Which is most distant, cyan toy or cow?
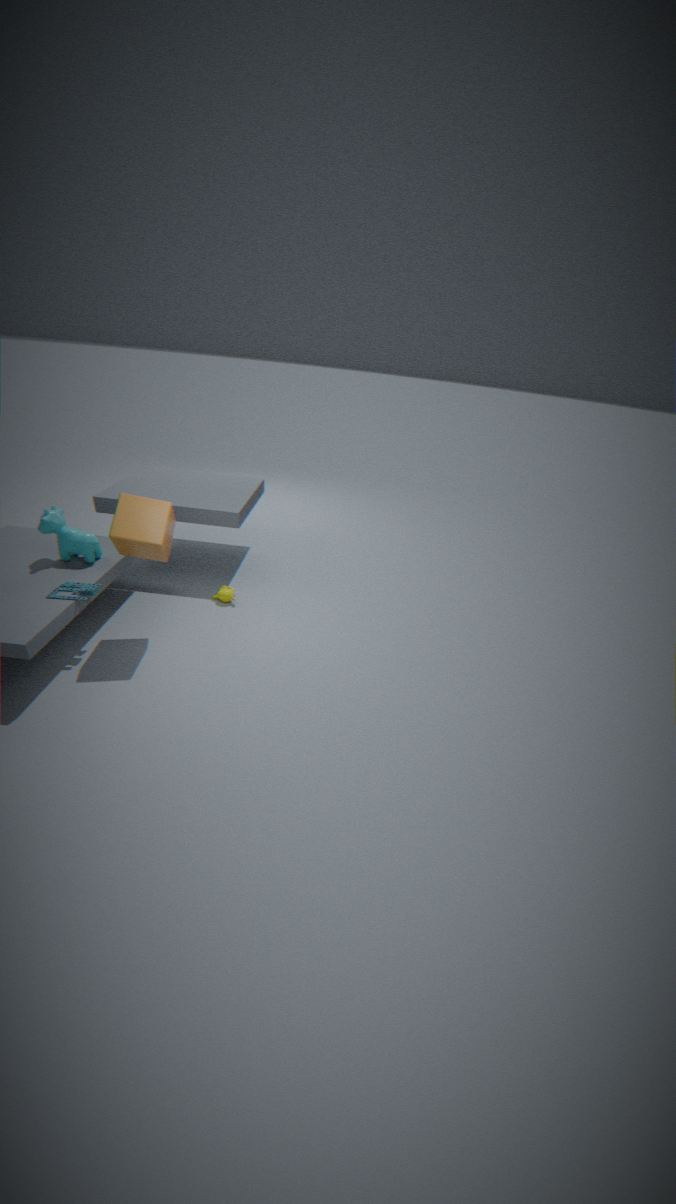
cow
